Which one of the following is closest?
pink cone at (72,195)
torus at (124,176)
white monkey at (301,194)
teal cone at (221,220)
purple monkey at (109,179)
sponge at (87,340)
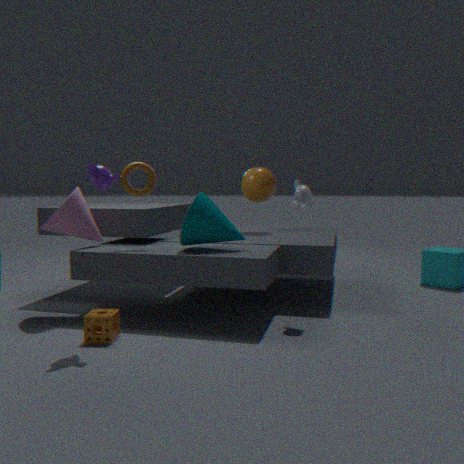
purple monkey at (109,179)
